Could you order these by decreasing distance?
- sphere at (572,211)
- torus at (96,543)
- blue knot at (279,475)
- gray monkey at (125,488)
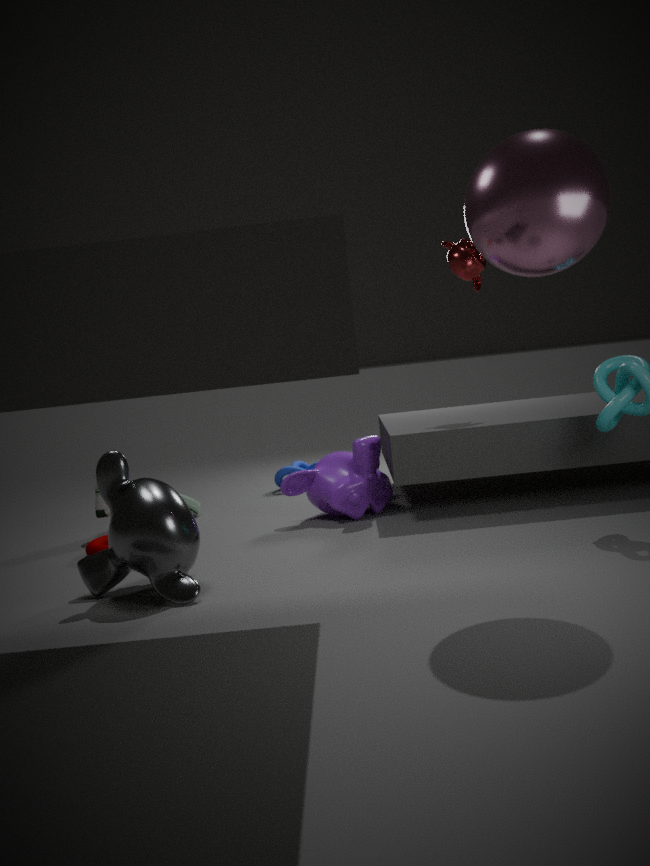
blue knot at (279,475) < torus at (96,543) < gray monkey at (125,488) < sphere at (572,211)
